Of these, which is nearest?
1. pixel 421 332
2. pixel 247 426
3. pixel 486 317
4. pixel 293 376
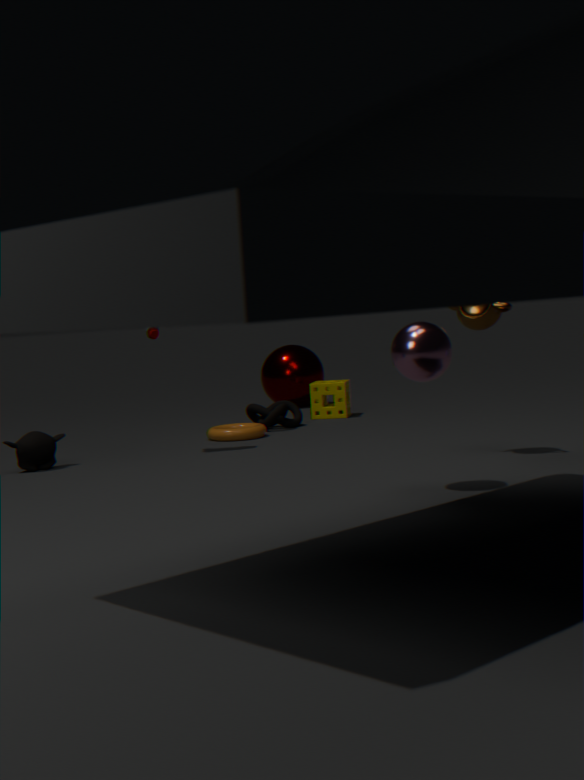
pixel 421 332
